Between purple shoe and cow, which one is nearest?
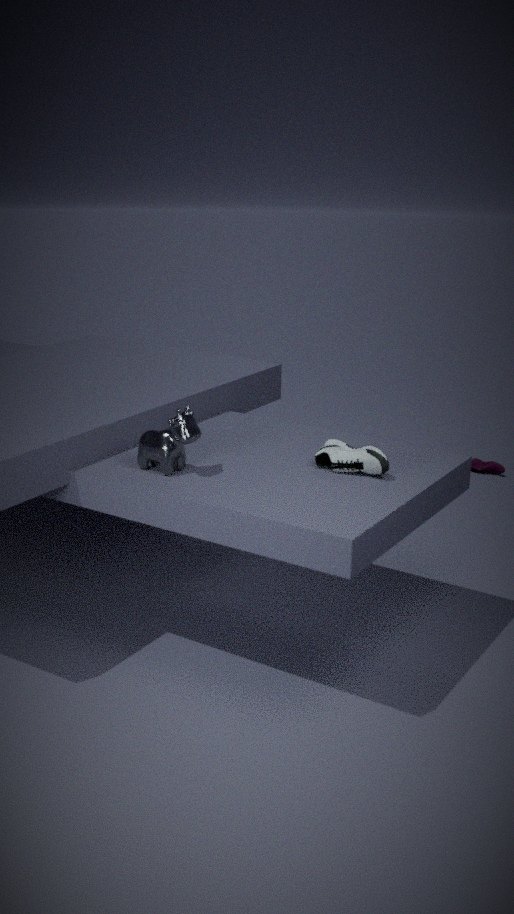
cow
